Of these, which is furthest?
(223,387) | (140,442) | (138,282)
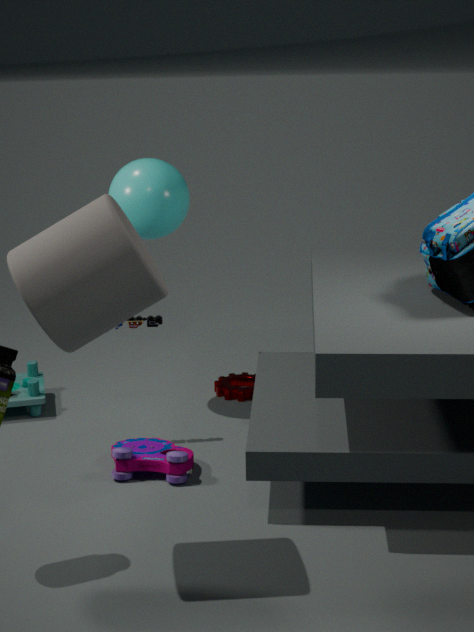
(223,387)
